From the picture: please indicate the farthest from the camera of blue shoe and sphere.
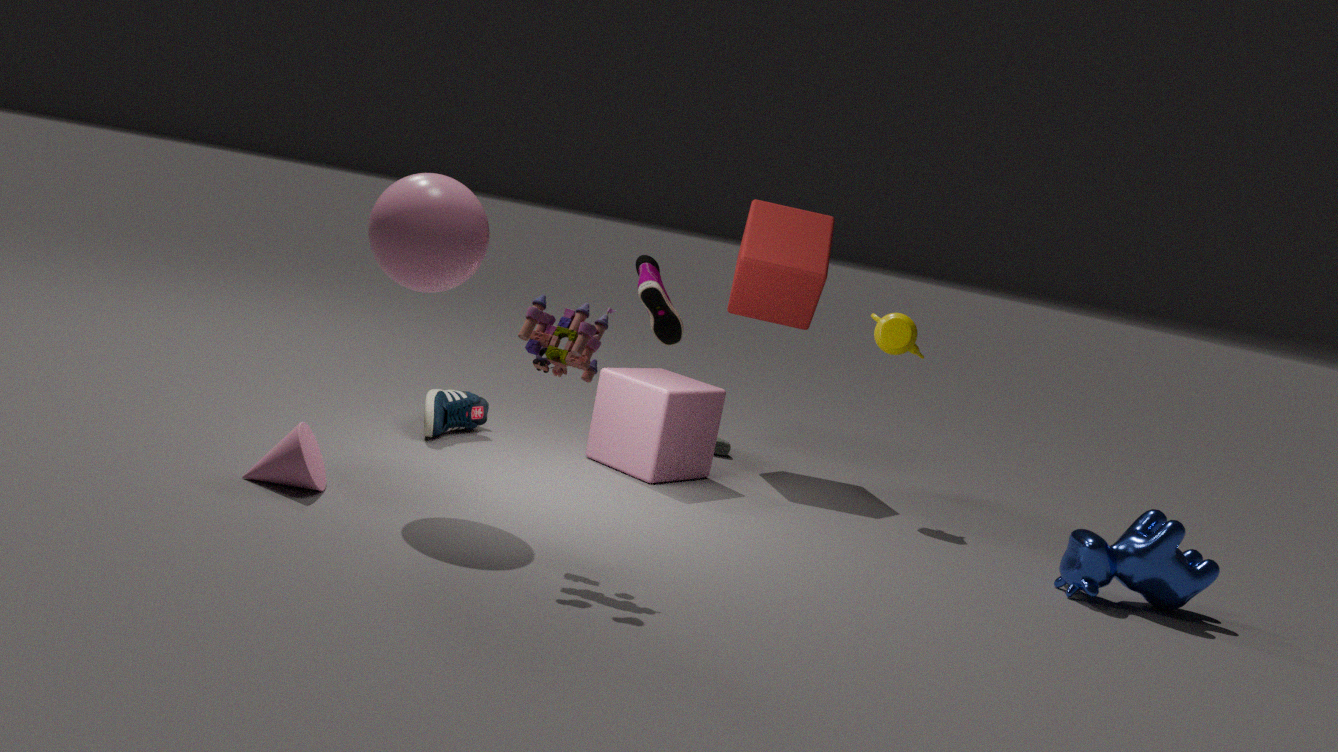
blue shoe
